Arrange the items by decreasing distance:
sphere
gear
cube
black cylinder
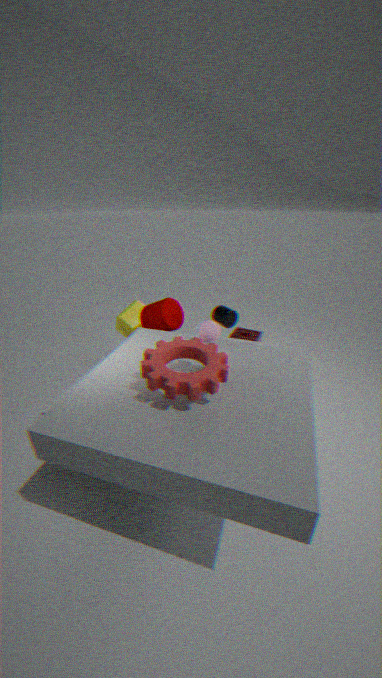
1. cube
2. black cylinder
3. sphere
4. gear
